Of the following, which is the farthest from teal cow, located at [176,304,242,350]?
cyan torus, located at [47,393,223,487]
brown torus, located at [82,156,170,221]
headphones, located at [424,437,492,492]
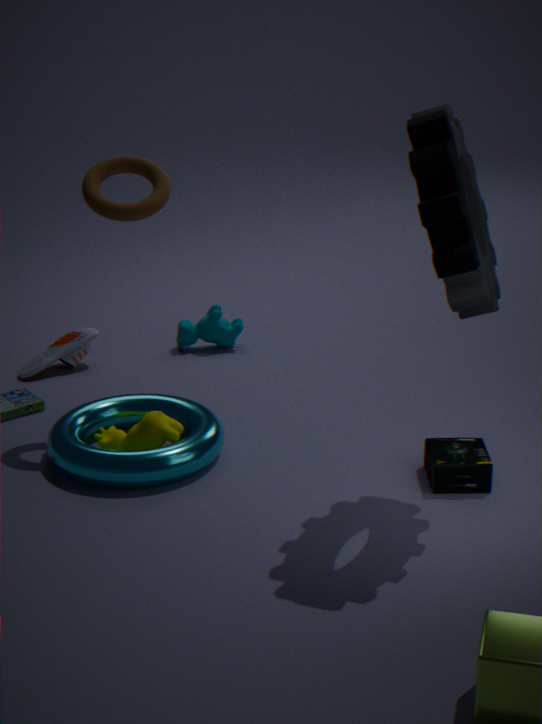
headphones, located at [424,437,492,492]
